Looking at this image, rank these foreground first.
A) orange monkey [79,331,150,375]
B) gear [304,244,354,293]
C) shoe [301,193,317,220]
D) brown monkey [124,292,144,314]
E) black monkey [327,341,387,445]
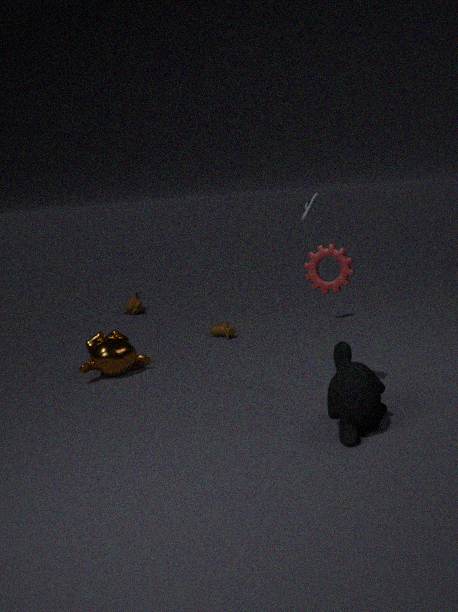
black monkey [327,341,387,445] < gear [304,244,354,293] < orange monkey [79,331,150,375] < shoe [301,193,317,220] < brown monkey [124,292,144,314]
